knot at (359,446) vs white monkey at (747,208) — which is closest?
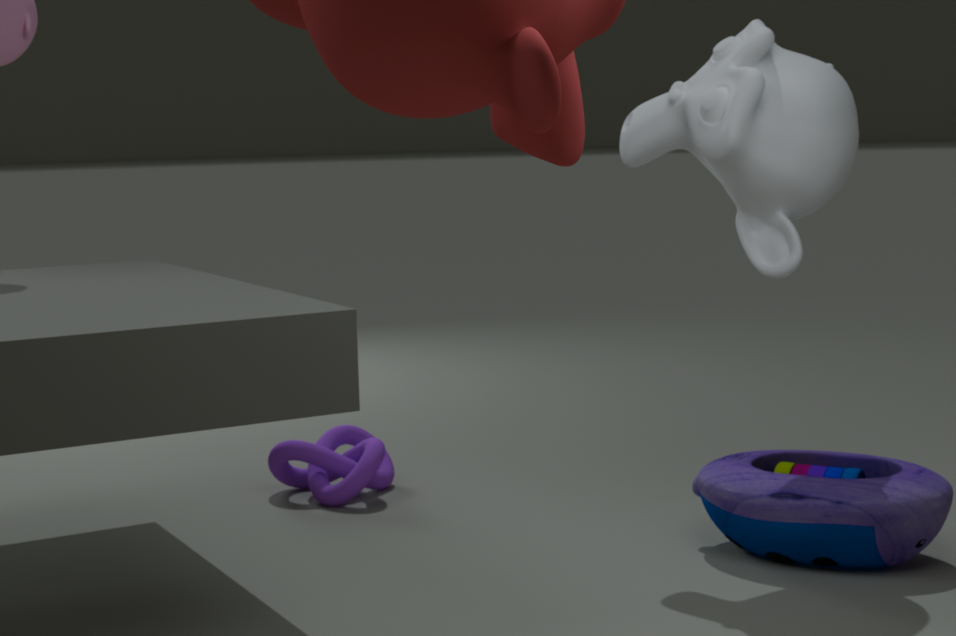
white monkey at (747,208)
